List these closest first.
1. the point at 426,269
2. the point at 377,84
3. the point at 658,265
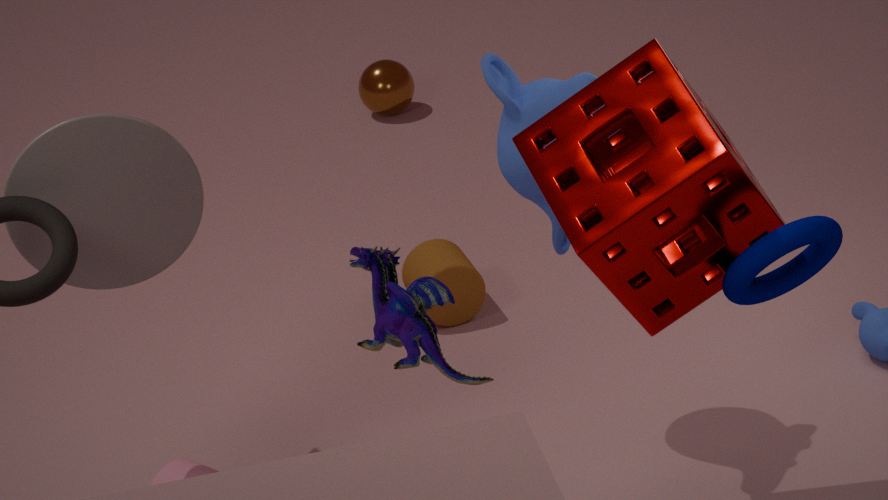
the point at 658,265 → the point at 426,269 → the point at 377,84
